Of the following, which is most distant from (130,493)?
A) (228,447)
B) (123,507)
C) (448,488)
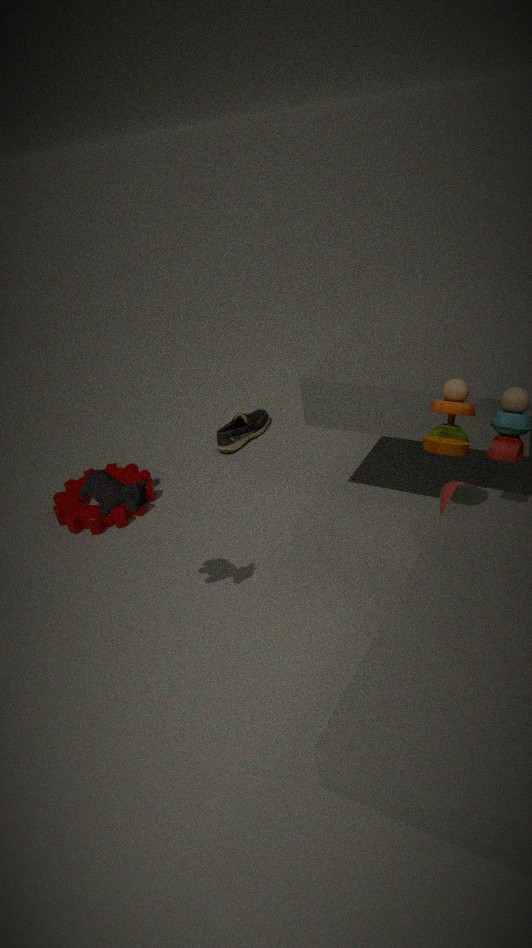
(228,447)
